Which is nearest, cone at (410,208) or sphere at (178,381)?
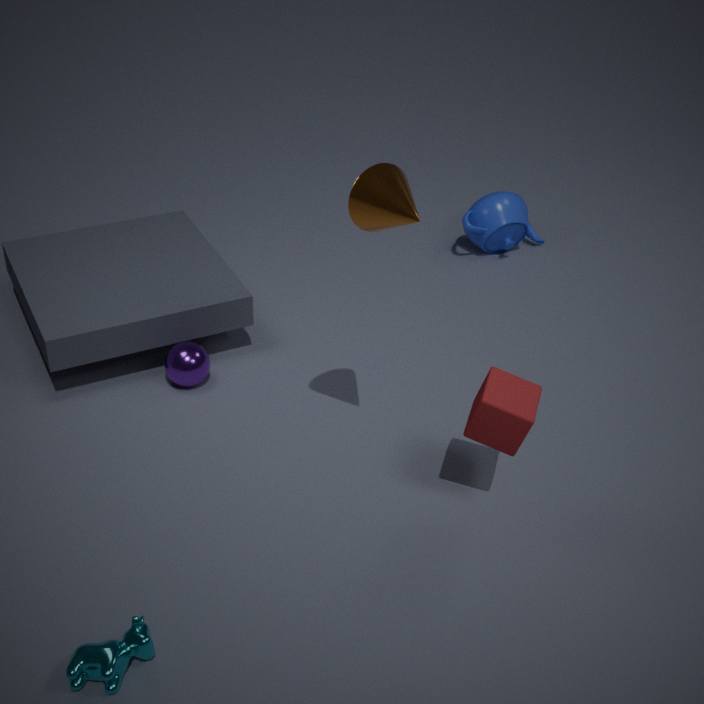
cone at (410,208)
